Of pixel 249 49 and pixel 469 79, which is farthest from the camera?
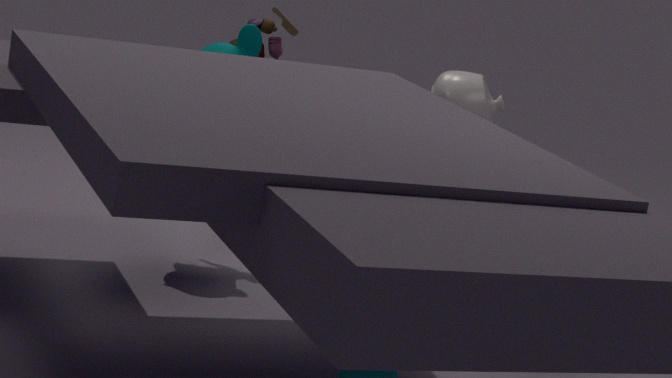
pixel 249 49
